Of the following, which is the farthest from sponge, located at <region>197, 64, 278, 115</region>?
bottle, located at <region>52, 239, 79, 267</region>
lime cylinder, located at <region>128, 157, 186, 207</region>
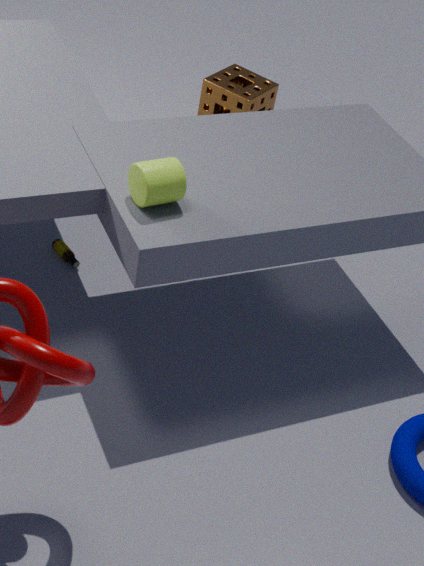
lime cylinder, located at <region>128, 157, 186, 207</region>
